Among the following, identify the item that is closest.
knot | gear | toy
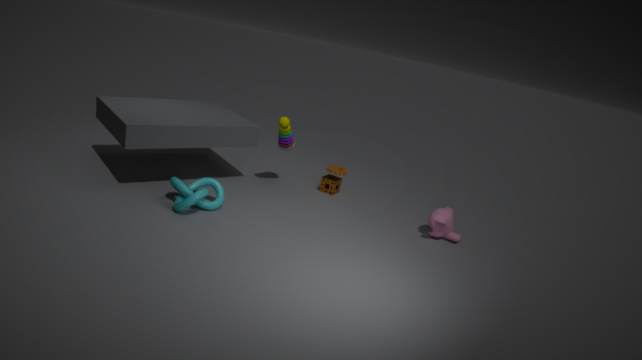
knot
